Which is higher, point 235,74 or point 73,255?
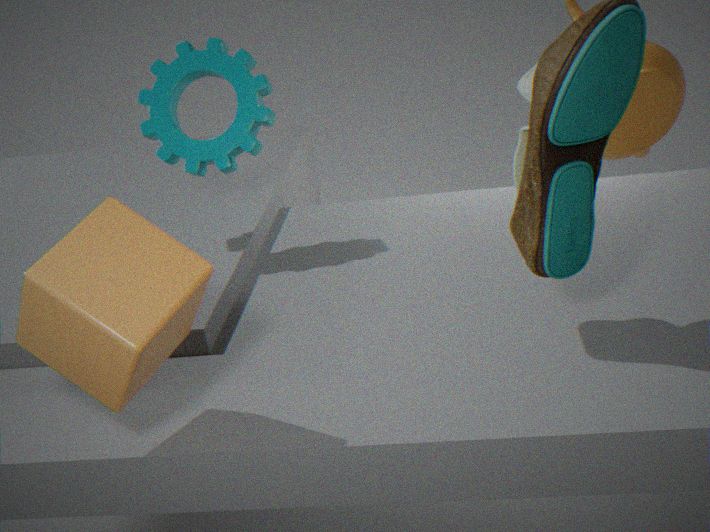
point 235,74
